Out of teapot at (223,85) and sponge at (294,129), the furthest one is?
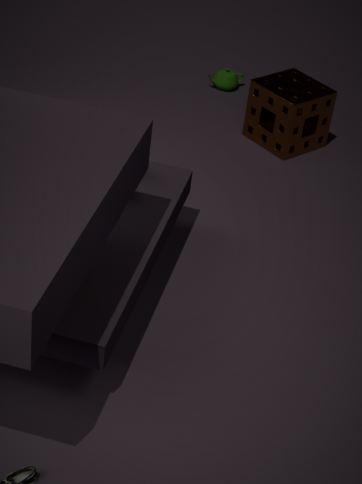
teapot at (223,85)
